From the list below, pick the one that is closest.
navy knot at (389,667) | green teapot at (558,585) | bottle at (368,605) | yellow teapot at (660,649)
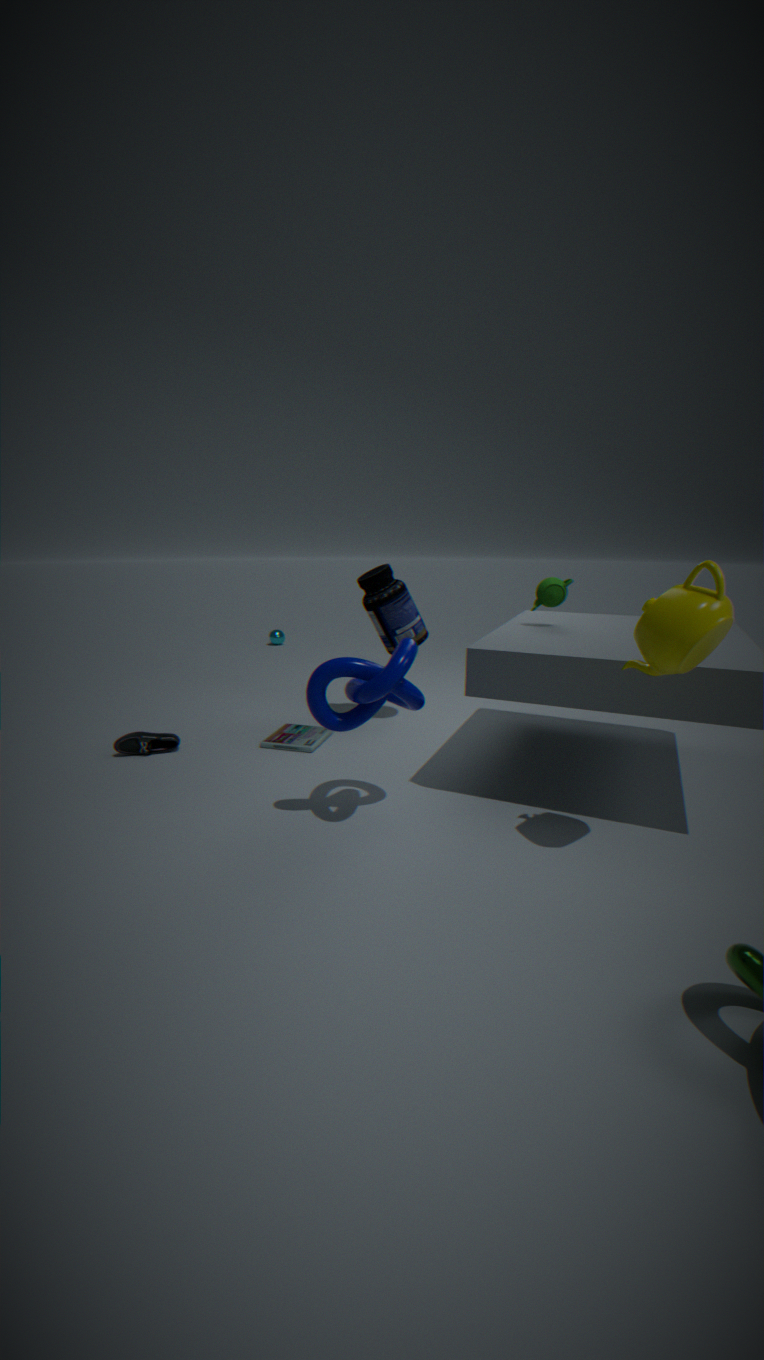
yellow teapot at (660,649)
